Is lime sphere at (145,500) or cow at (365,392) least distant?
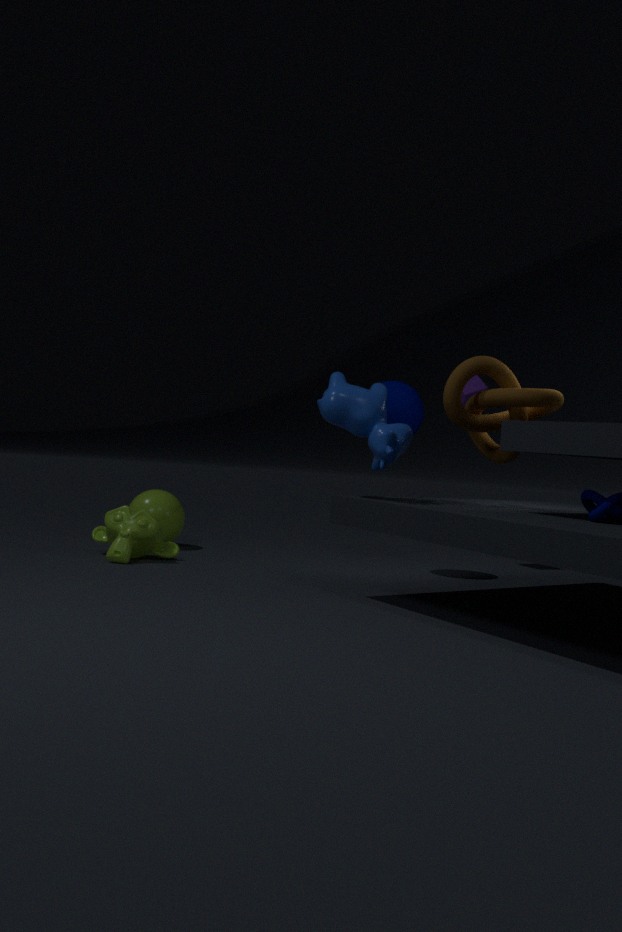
cow at (365,392)
